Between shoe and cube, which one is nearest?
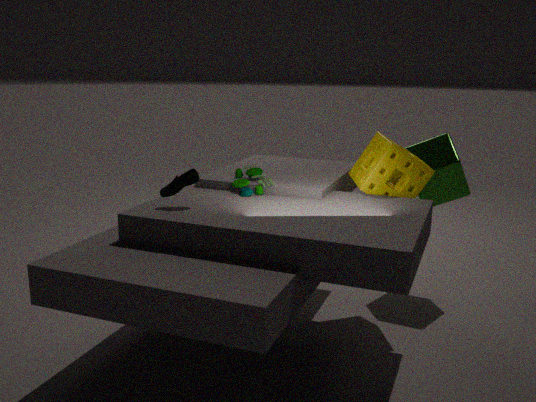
shoe
